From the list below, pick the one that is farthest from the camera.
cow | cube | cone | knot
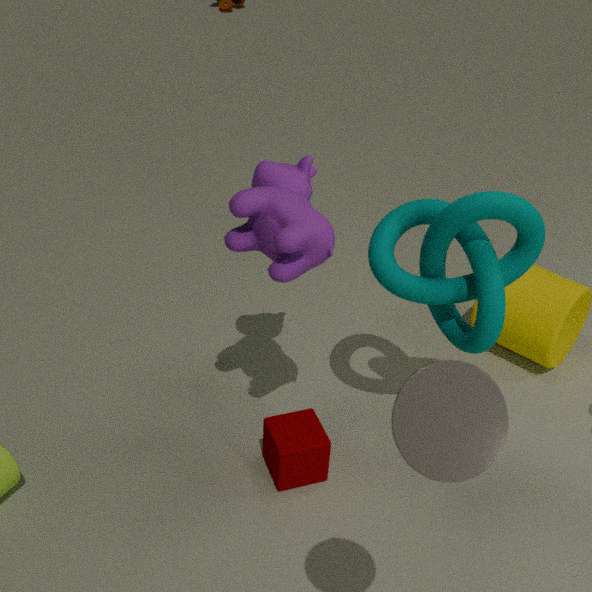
cube
